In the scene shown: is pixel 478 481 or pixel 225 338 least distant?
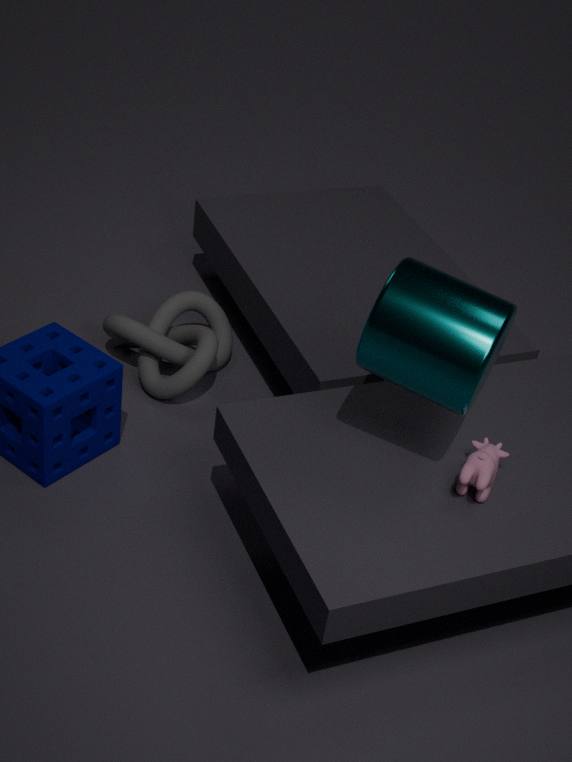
pixel 478 481
